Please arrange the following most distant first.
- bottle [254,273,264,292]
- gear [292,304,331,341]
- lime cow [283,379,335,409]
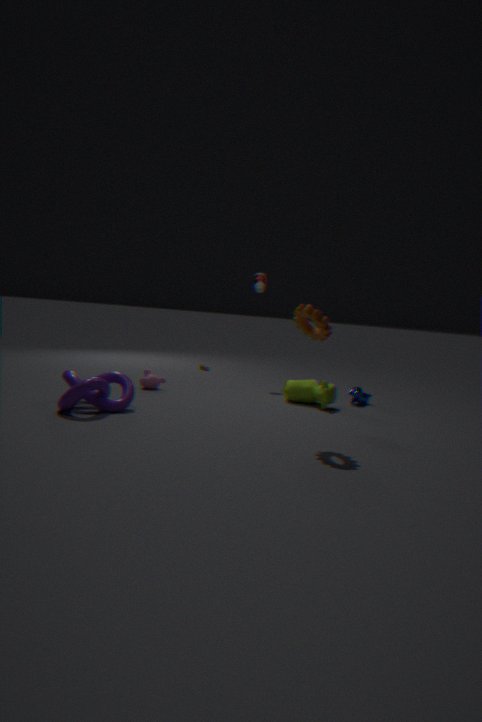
bottle [254,273,264,292] → lime cow [283,379,335,409] → gear [292,304,331,341]
